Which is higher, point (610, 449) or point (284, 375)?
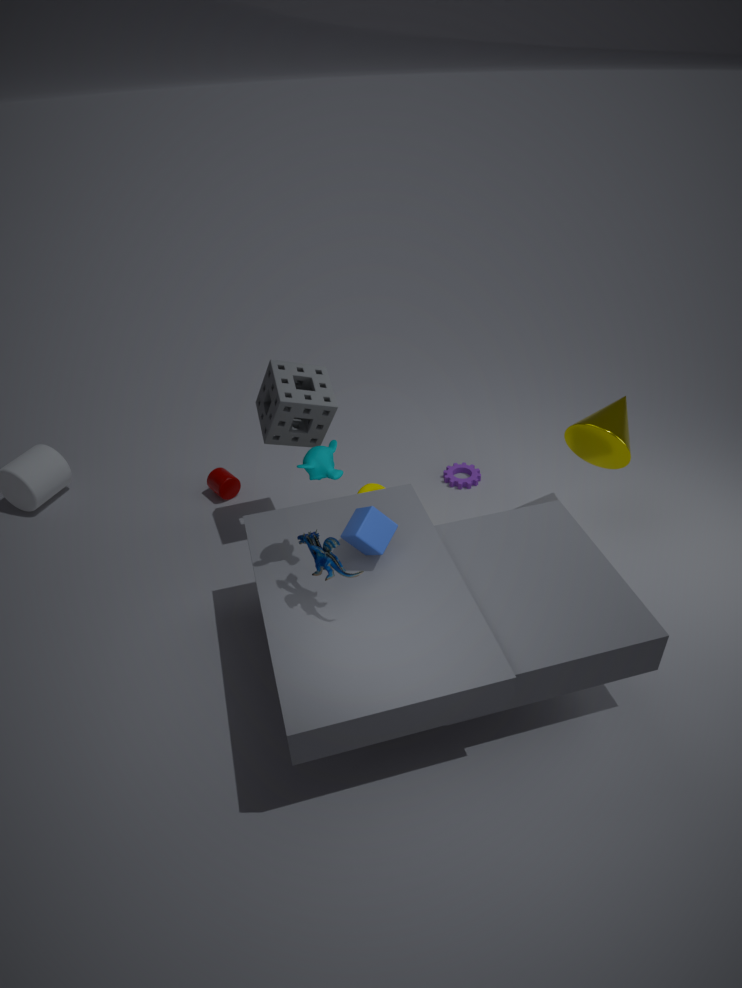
point (284, 375)
